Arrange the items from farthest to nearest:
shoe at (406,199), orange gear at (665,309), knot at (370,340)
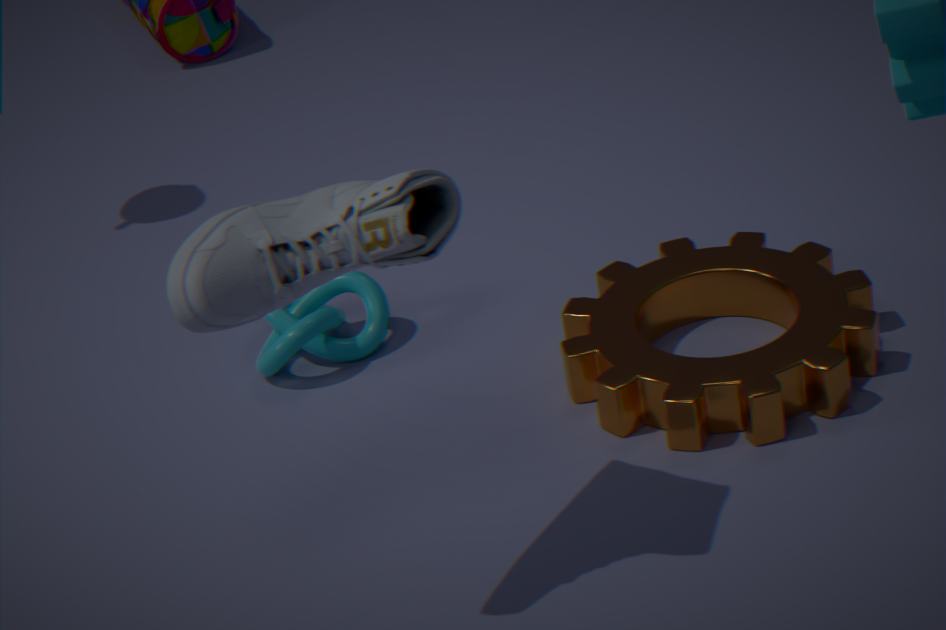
knot at (370,340)
orange gear at (665,309)
shoe at (406,199)
